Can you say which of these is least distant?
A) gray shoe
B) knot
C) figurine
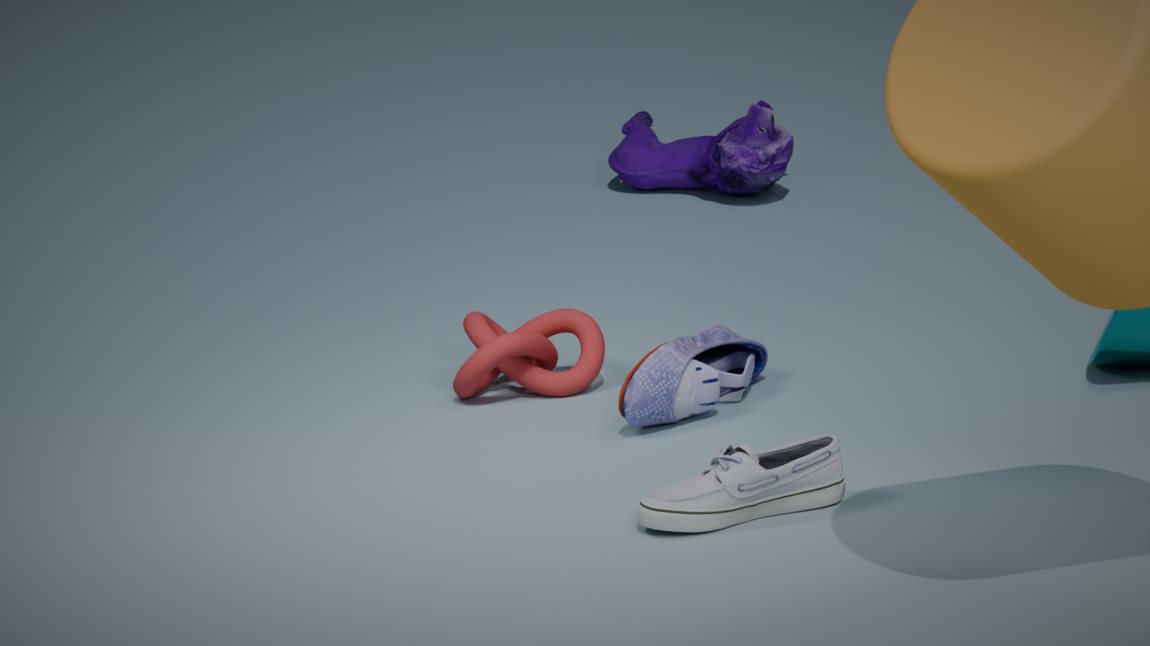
gray shoe
